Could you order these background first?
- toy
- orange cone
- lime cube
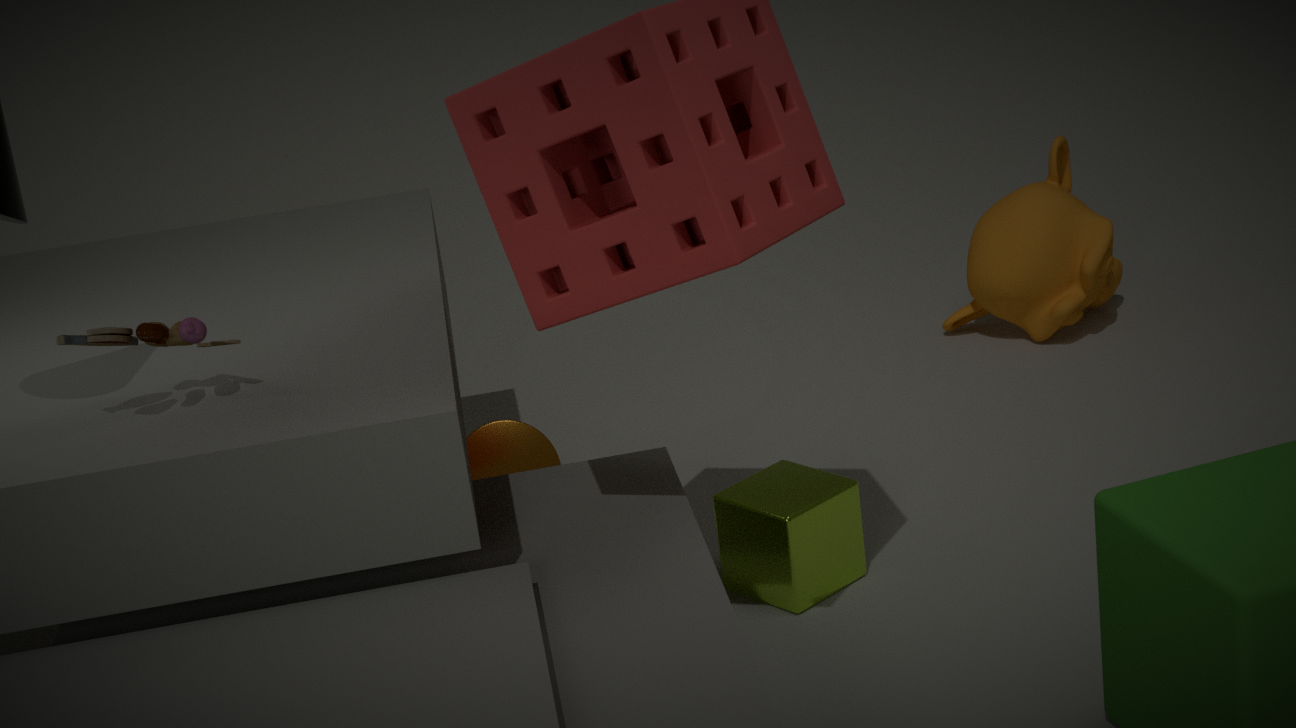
orange cone < lime cube < toy
